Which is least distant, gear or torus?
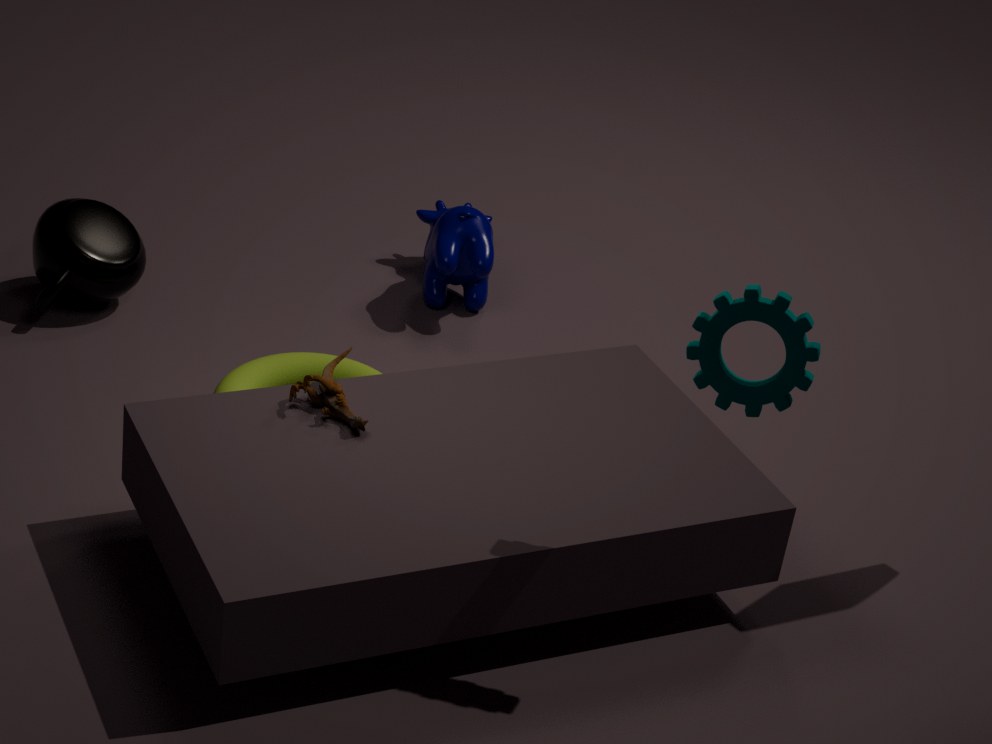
gear
